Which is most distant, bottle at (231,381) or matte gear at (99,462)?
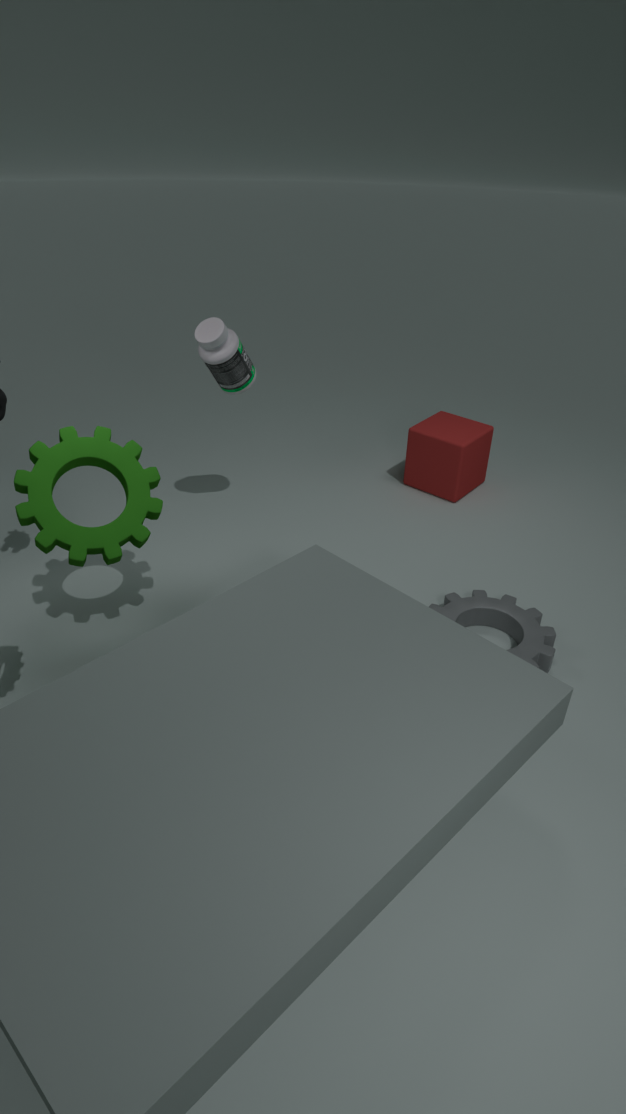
bottle at (231,381)
